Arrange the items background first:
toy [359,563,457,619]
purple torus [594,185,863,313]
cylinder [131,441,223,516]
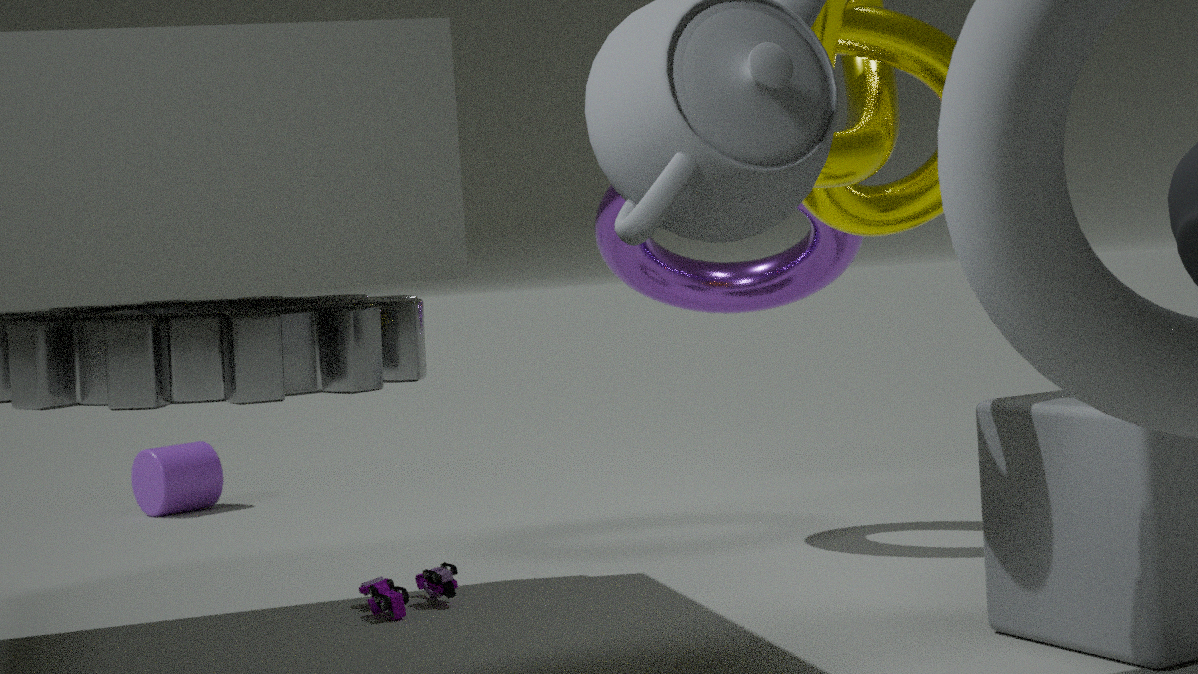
cylinder [131,441,223,516], purple torus [594,185,863,313], toy [359,563,457,619]
